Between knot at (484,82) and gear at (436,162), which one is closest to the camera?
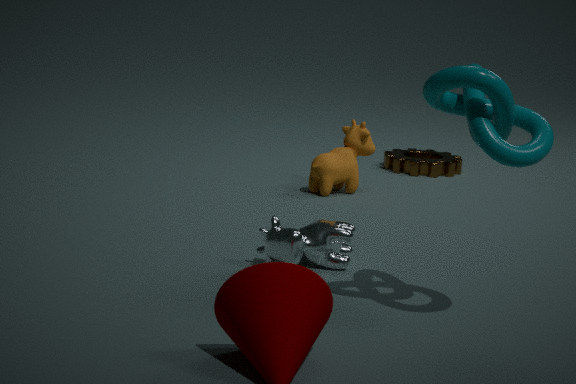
knot at (484,82)
